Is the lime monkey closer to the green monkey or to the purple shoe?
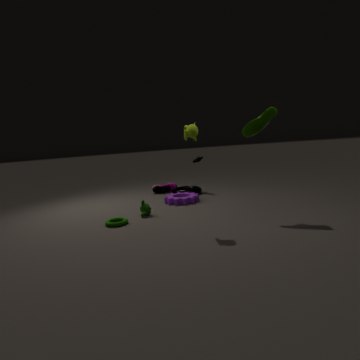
the green monkey
